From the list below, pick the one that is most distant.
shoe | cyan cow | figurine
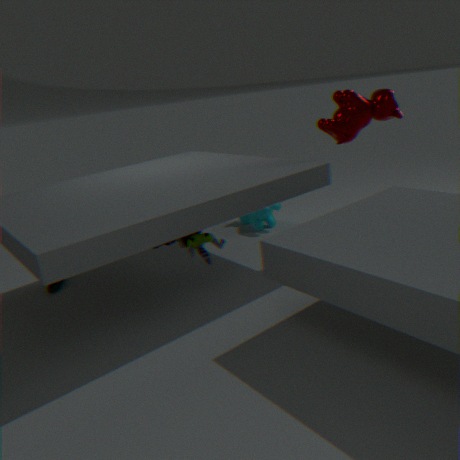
cyan cow
